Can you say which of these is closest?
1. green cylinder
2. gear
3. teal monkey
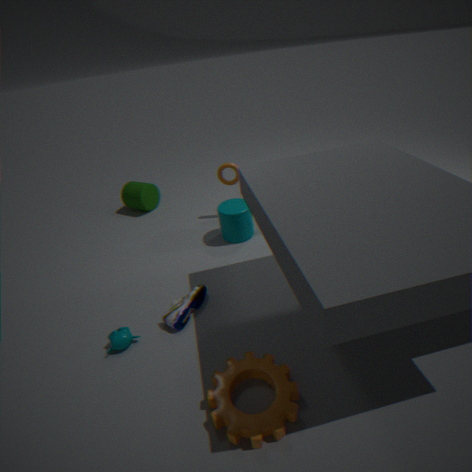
gear
